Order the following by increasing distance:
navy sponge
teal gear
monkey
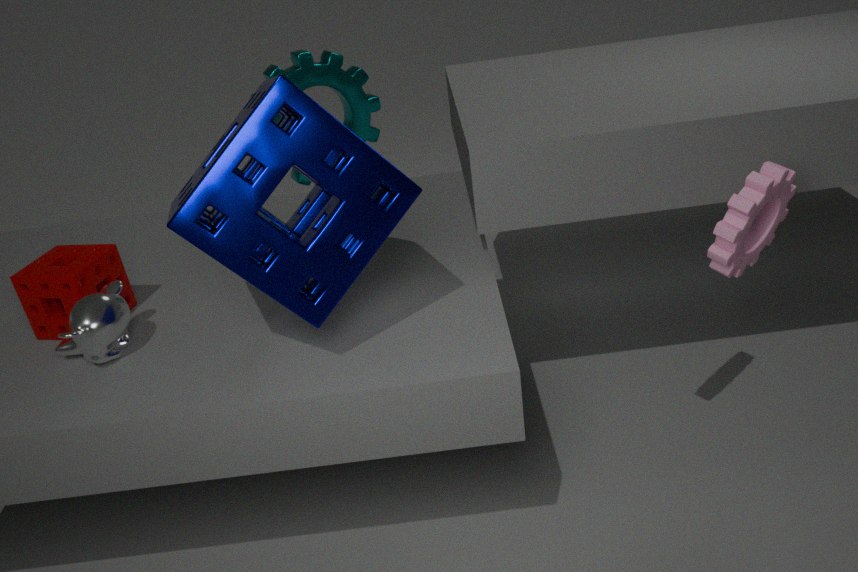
navy sponge → monkey → teal gear
